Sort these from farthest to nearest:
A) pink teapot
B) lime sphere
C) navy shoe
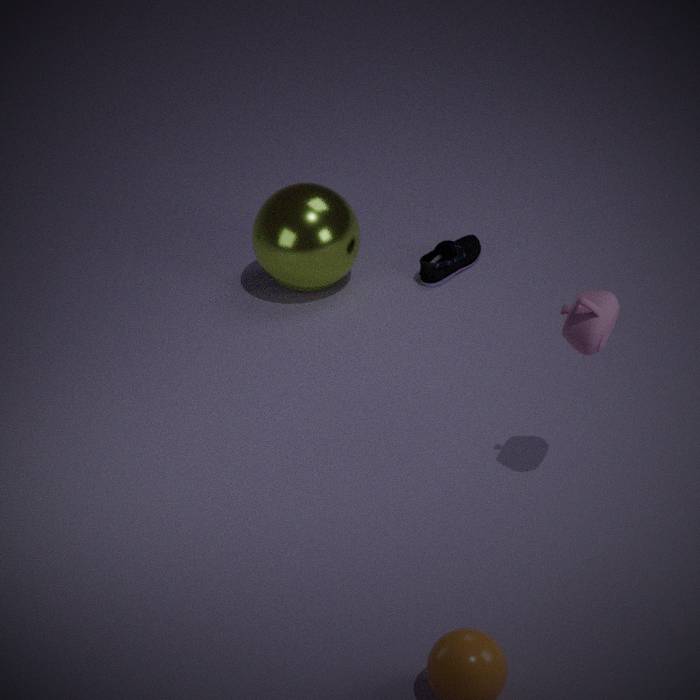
navy shoe < lime sphere < pink teapot
